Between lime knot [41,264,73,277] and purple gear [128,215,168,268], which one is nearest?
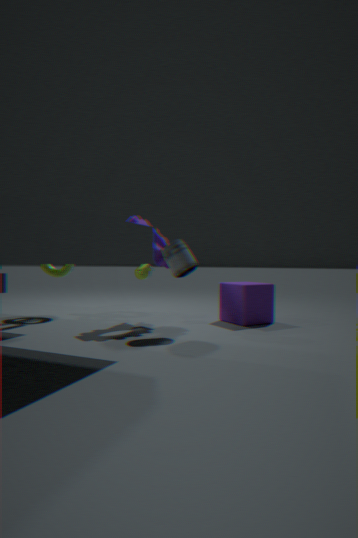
purple gear [128,215,168,268]
